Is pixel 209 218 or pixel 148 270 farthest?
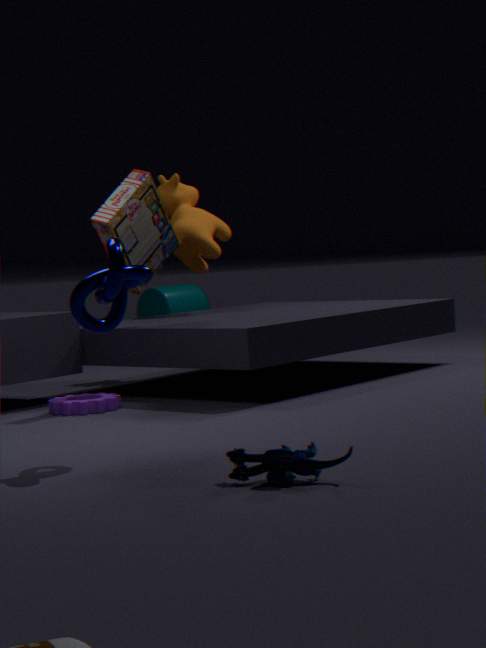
pixel 209 218
